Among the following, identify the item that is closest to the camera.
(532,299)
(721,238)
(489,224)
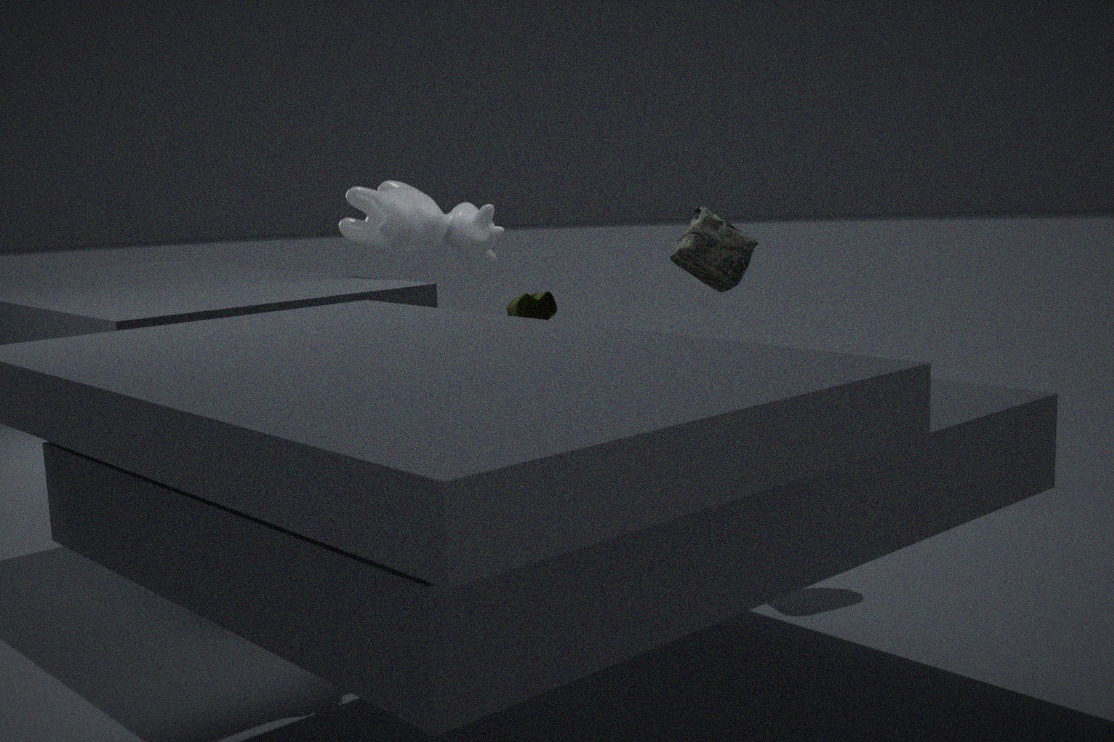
(721,238)
